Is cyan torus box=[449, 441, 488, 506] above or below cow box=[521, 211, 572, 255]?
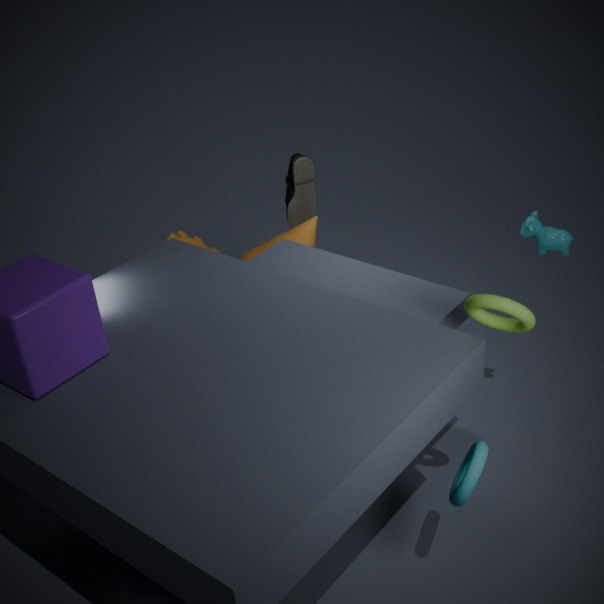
below
